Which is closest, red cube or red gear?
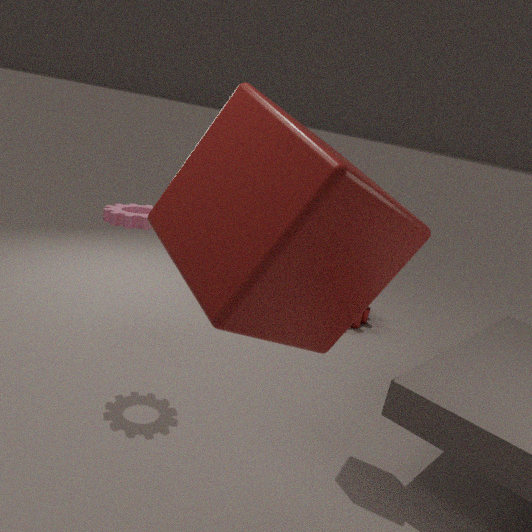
red cube
